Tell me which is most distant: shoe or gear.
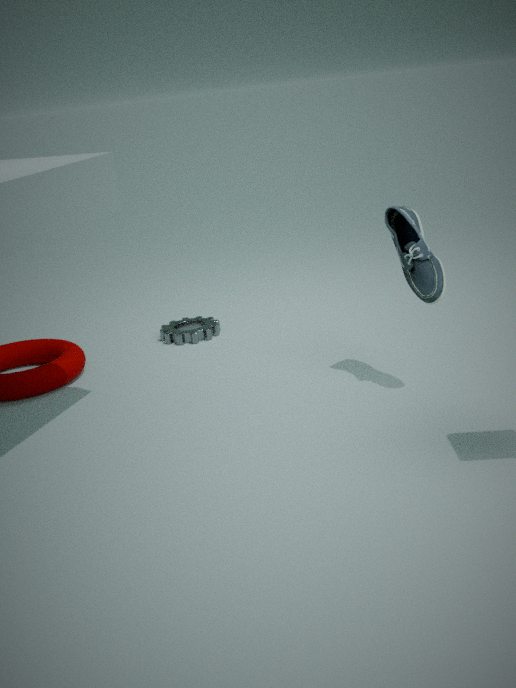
gear
